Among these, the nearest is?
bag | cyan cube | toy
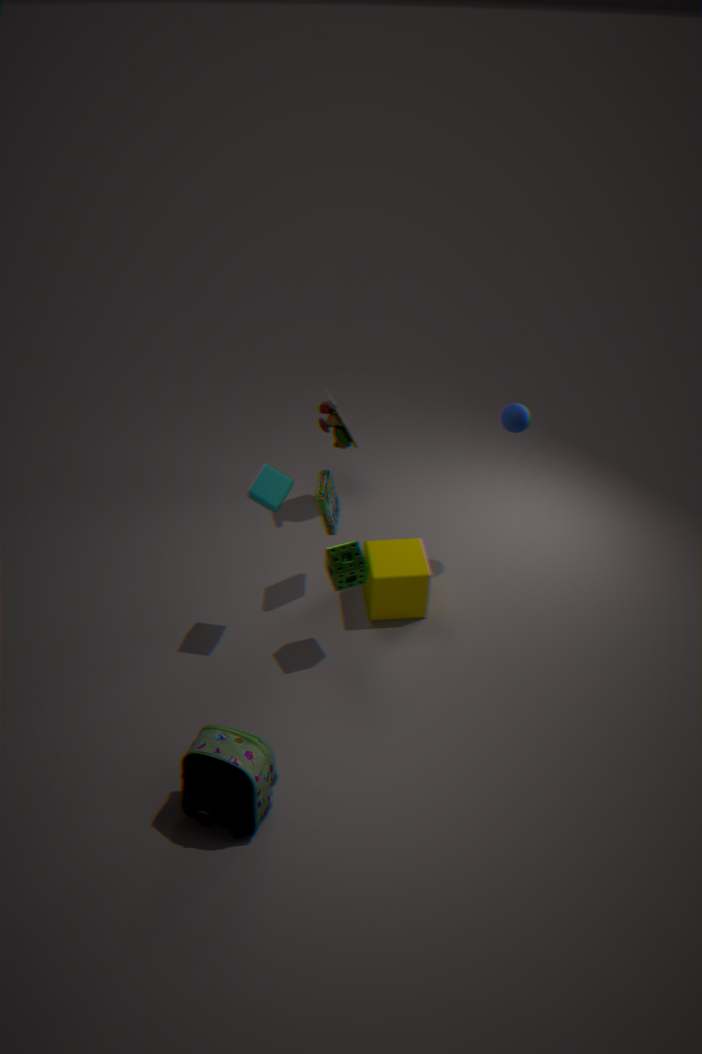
bag
